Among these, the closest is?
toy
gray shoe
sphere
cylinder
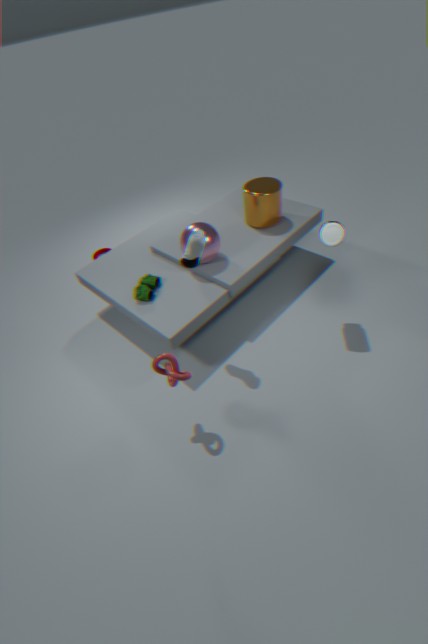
gray shoe
